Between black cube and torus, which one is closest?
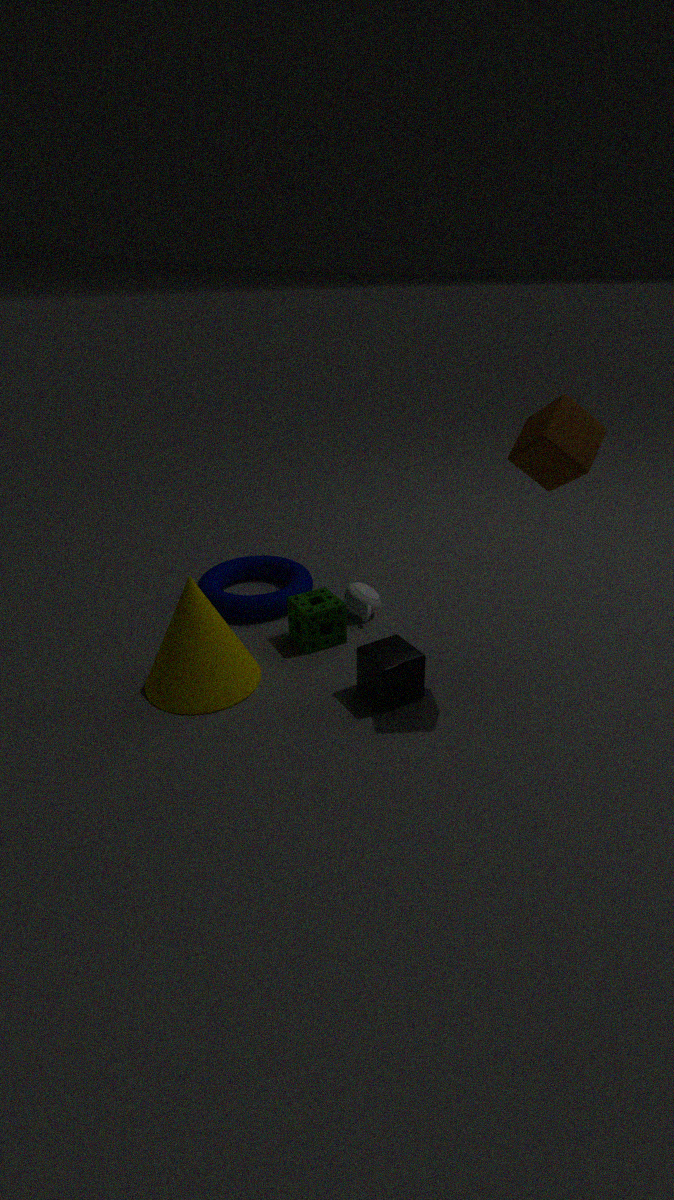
black cube
